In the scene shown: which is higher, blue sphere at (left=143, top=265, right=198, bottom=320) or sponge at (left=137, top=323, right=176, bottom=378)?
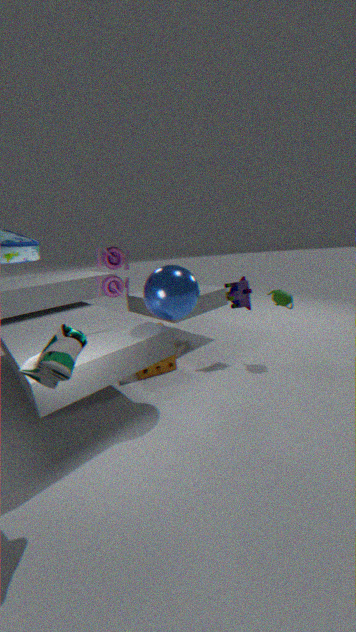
blue sphere at (left=143, top=265, right=198, bottom=320)
